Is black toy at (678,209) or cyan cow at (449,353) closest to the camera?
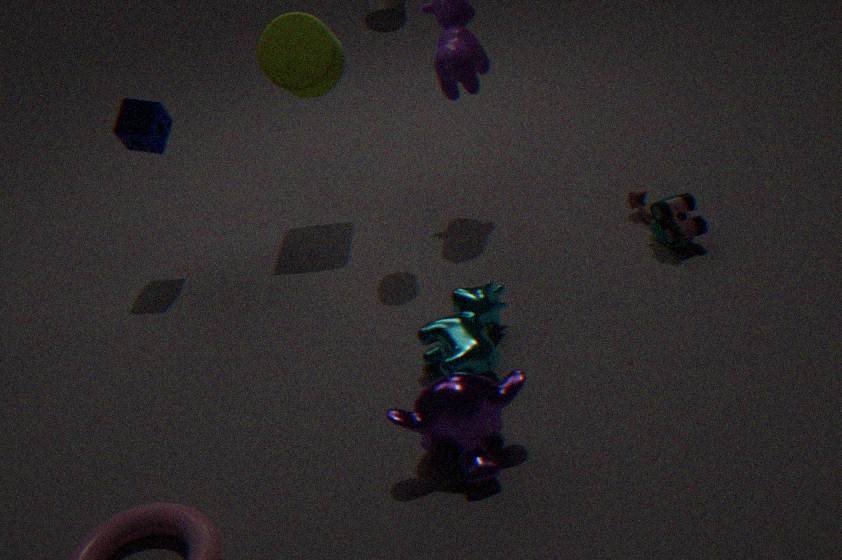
cyan cow at (449,353)
